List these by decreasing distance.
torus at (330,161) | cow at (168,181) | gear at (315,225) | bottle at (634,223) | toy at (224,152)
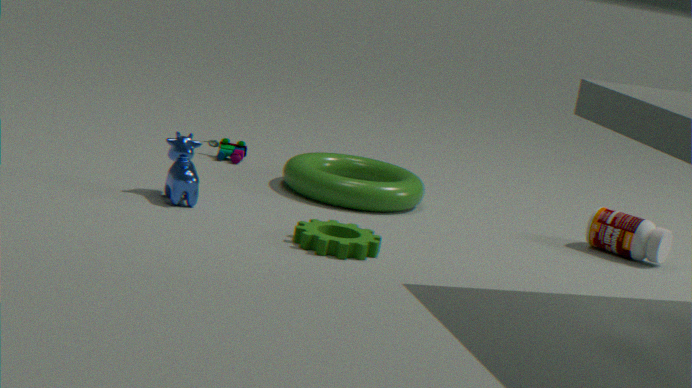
toy at (224,152) → torus at (330,161) → bottle at (634,223) → cow at (168,181) → gear at (315,225)
